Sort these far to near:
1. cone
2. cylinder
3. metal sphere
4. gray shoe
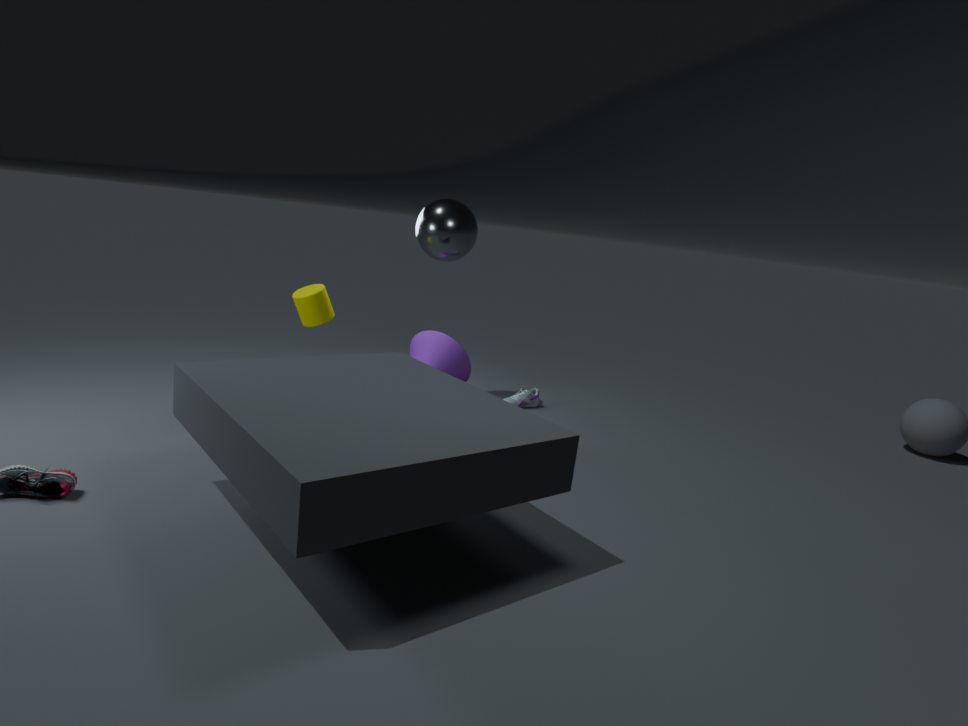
1. gray shoe
2. cone
3. metal sphere
4. cylinder
